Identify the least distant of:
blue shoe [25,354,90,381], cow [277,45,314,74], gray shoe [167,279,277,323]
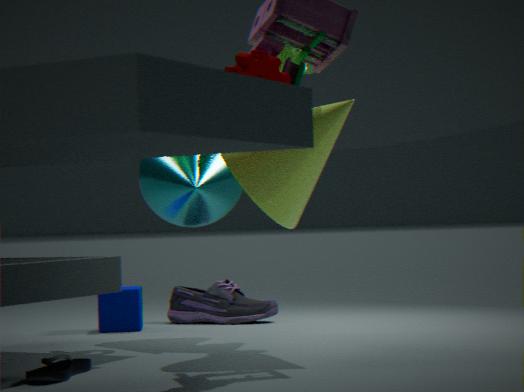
blue shoe [25,354,90,381]
